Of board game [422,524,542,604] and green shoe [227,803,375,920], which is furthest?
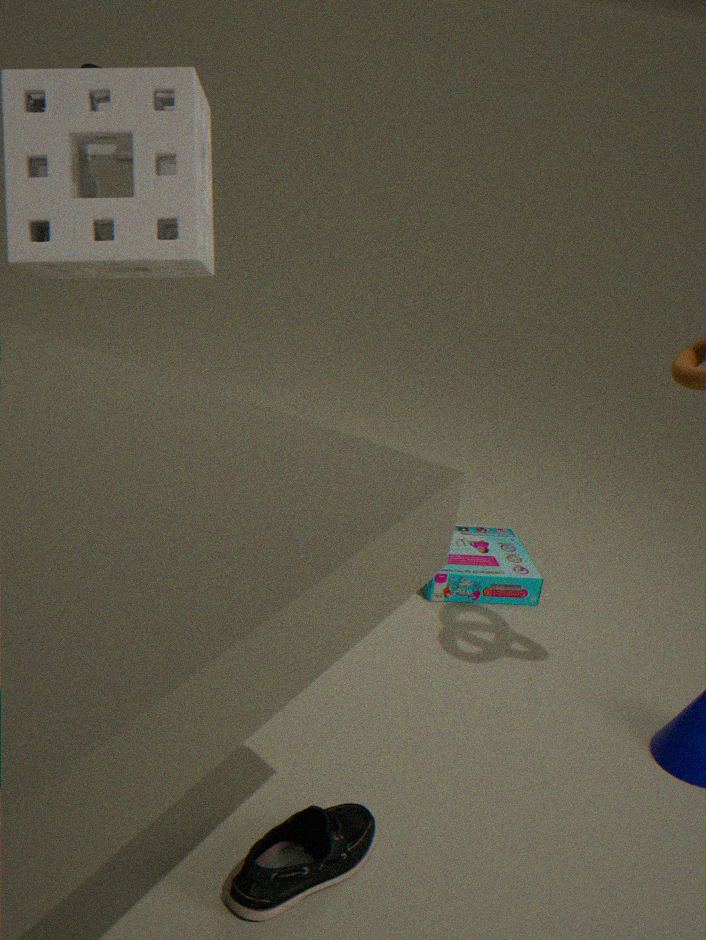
board game [422,524,542,604]
